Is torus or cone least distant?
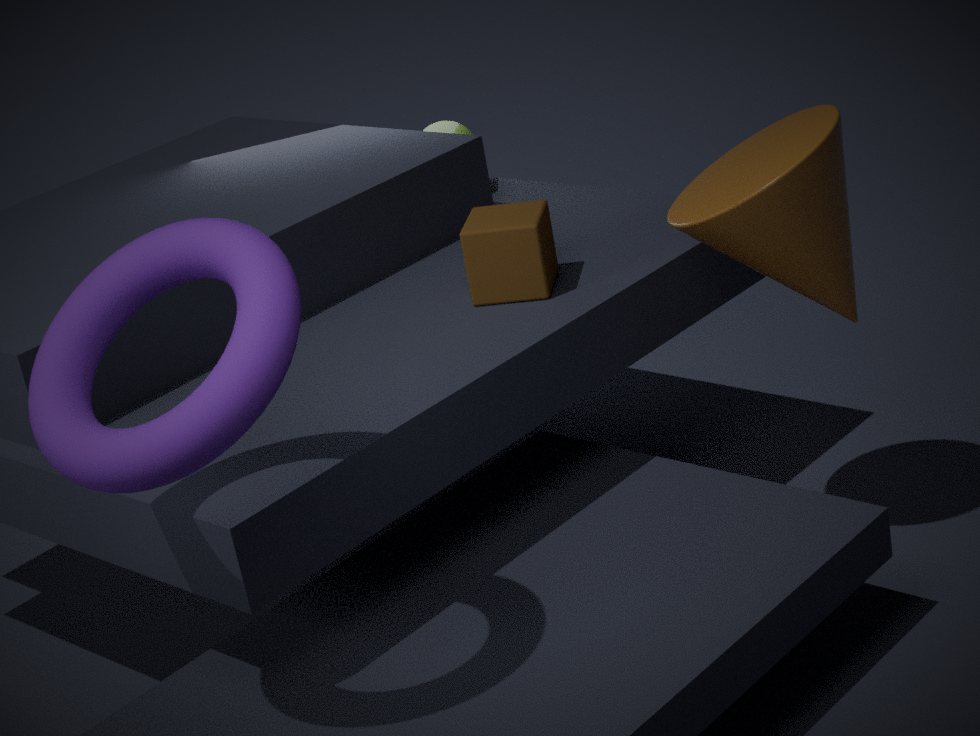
torus
